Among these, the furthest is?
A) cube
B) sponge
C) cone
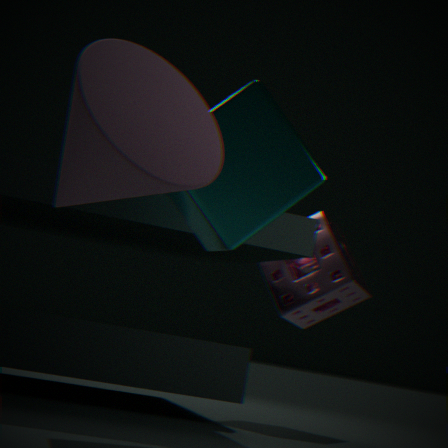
sponge
